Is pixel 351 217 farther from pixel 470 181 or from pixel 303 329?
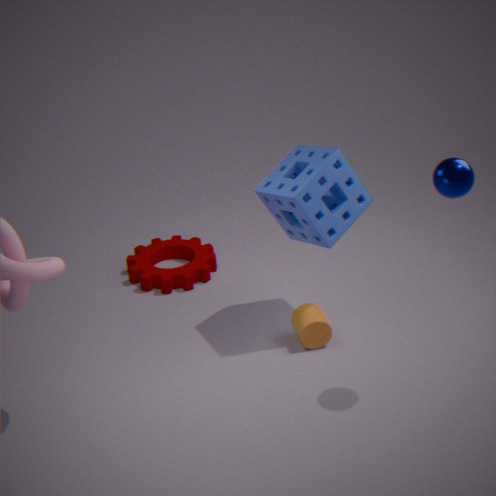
pixel 470 181
